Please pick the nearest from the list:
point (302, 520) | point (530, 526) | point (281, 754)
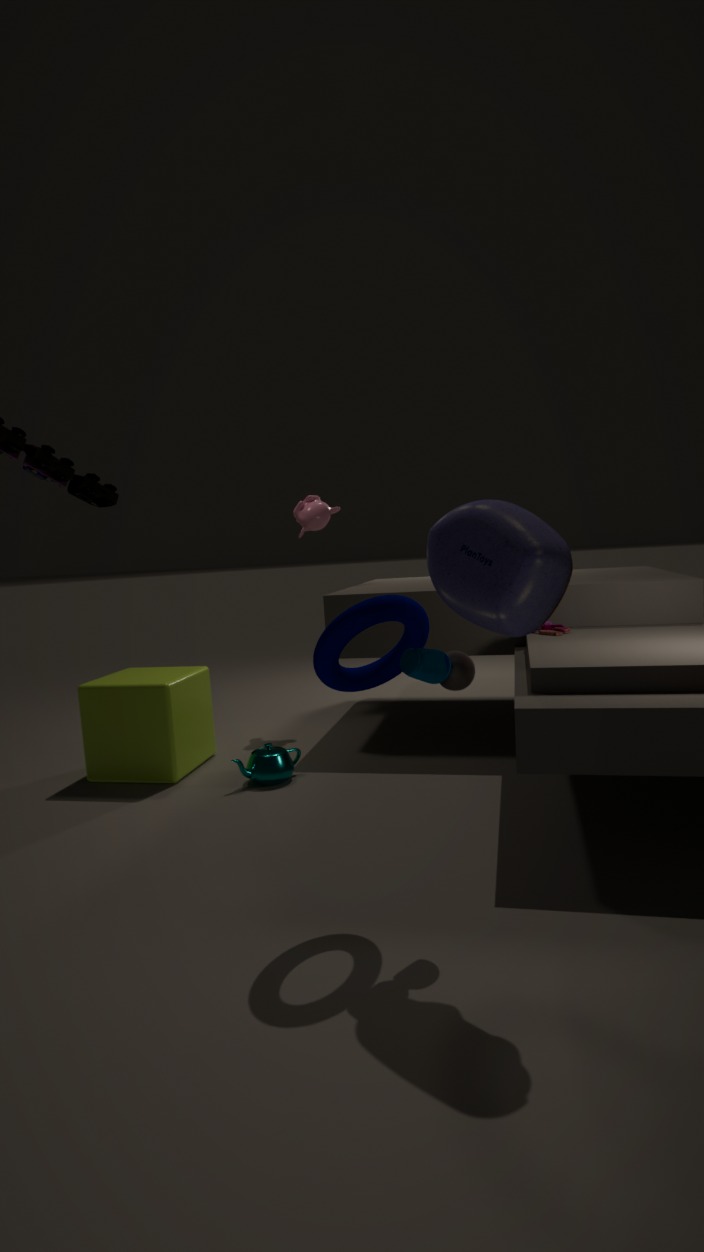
point (530, 526)
